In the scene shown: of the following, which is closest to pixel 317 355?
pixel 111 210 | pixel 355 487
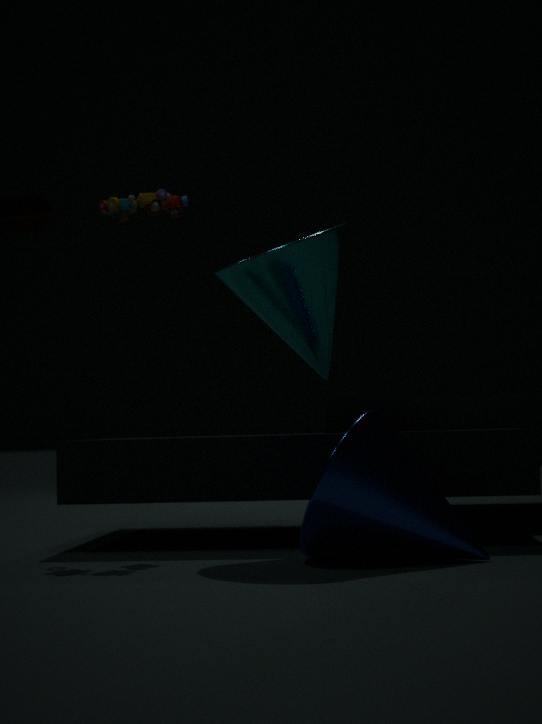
pixel 111 210
